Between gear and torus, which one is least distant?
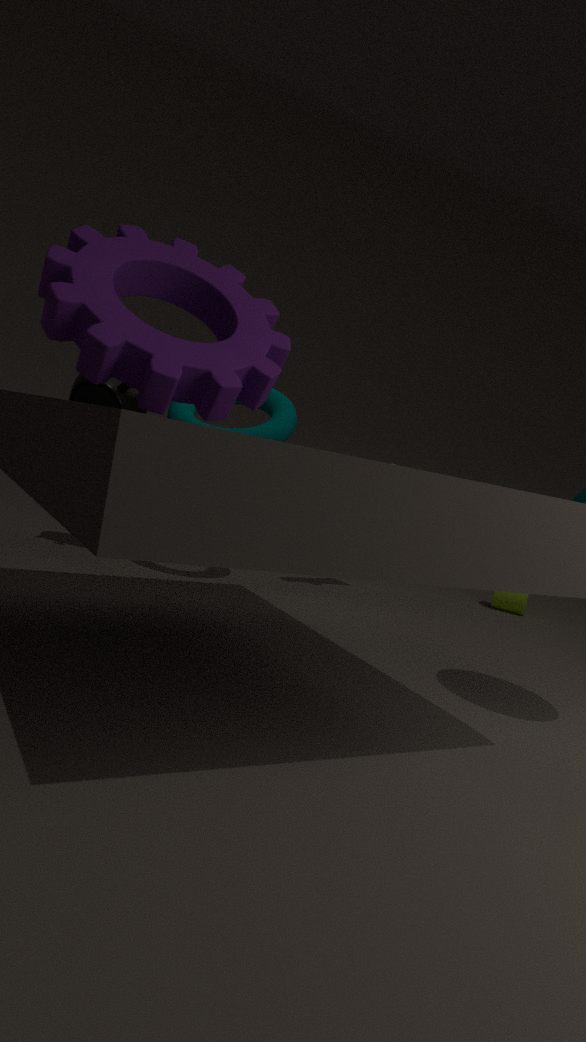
gear
